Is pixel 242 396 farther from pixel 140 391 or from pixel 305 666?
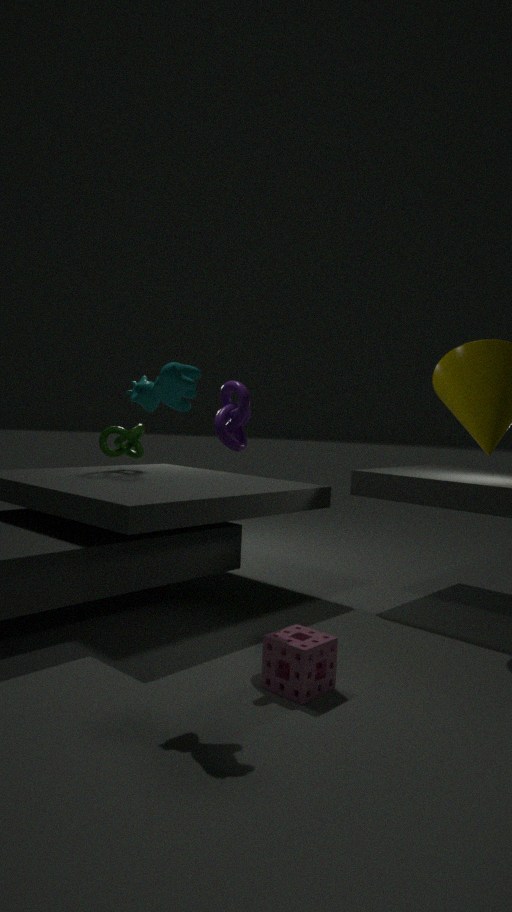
pixel 305 666
